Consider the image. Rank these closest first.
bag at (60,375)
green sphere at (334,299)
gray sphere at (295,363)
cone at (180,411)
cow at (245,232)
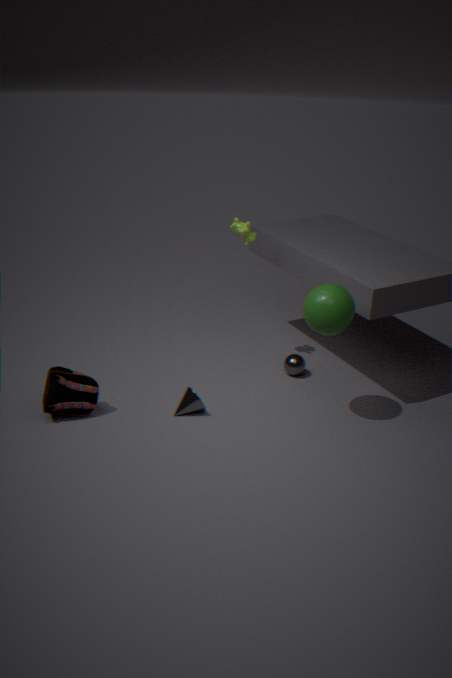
green sphere at (334,299), bag at (60,375), cone at (180,411), cow at (245,232), gray sphere at (295,363)
